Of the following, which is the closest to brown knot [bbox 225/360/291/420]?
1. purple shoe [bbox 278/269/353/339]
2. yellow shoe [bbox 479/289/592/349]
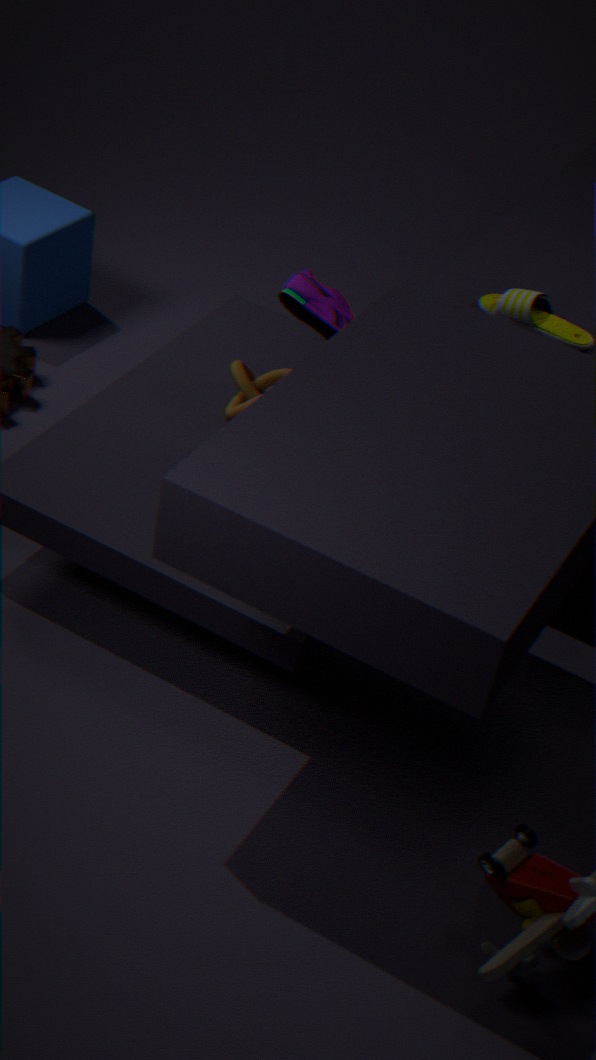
purple shoe [bbox 278/269/353/339]
